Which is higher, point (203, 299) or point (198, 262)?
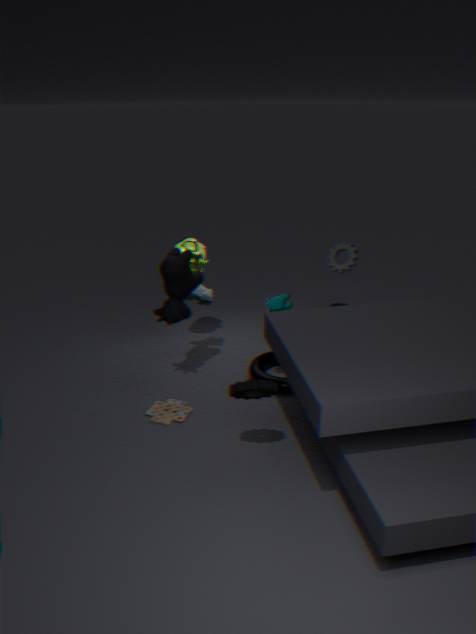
point (198, 262)
